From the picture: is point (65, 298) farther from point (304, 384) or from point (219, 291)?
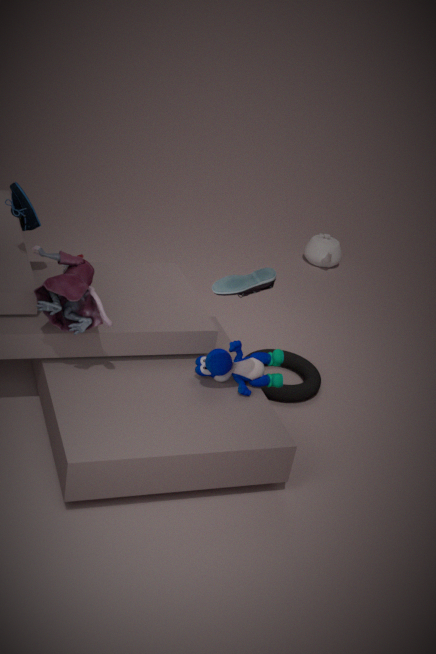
point (304, 384)
